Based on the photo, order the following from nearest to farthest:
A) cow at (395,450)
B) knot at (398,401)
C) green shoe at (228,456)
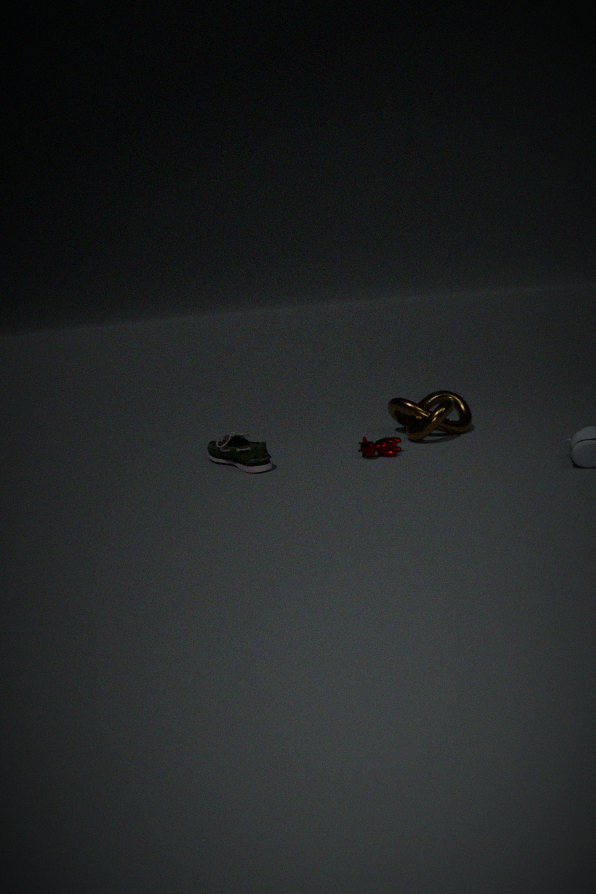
green shoe at (228,456) → cow at (395,450) → knot at (398,401)
